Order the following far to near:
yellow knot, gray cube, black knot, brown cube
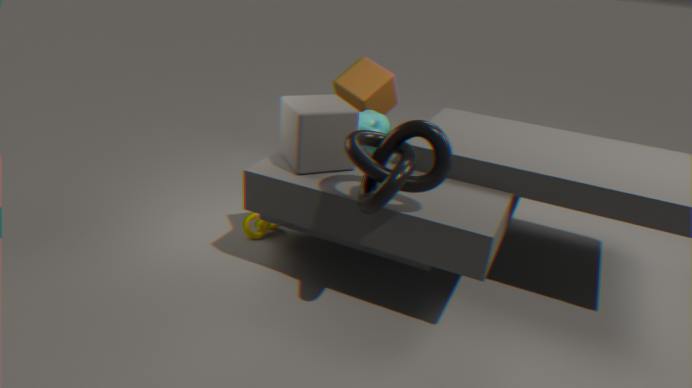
brown cube, yellow knot, gray cube, black knot
